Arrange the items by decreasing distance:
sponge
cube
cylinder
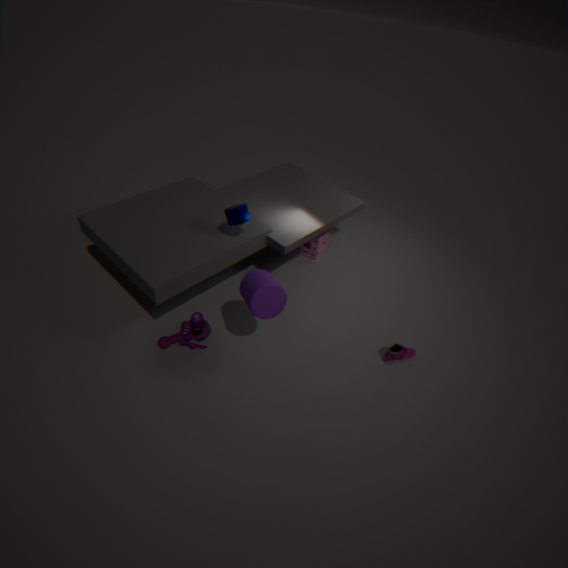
sponge, cube, cylinder
